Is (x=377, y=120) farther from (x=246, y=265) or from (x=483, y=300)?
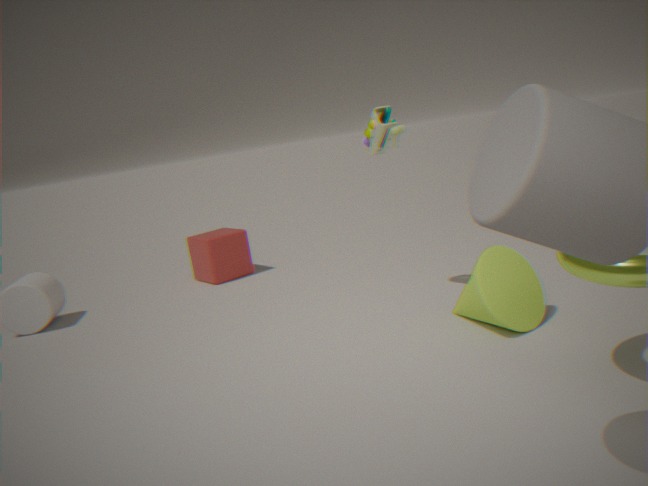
(x=246, y=265)
